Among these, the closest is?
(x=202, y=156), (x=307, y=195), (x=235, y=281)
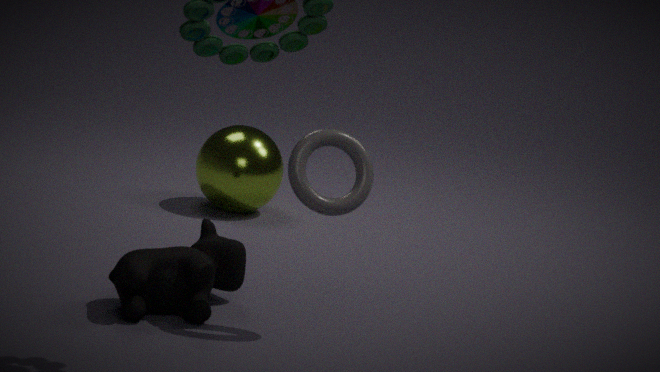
(x=307, y=195)
